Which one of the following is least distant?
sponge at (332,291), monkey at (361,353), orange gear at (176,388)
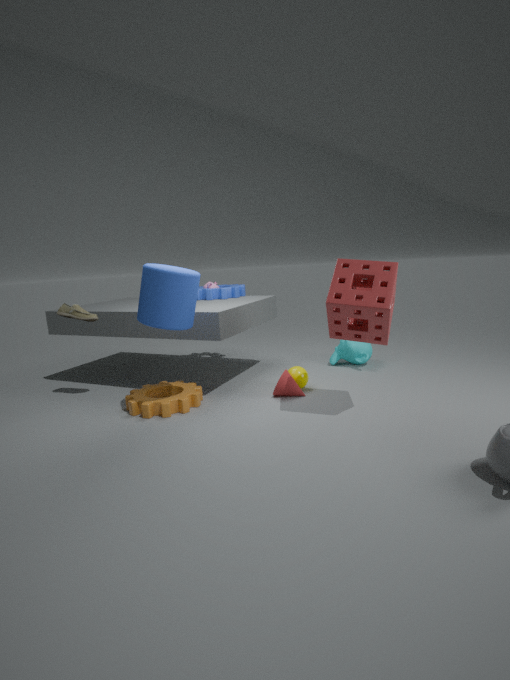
sponge at (332,291)
